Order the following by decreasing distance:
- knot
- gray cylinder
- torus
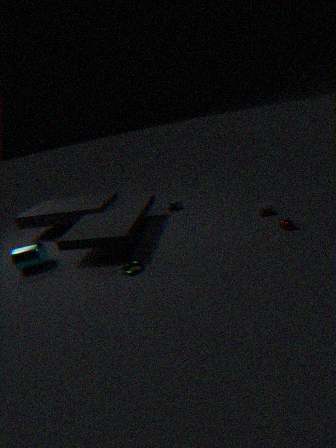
knot, gray cylinder, torus
